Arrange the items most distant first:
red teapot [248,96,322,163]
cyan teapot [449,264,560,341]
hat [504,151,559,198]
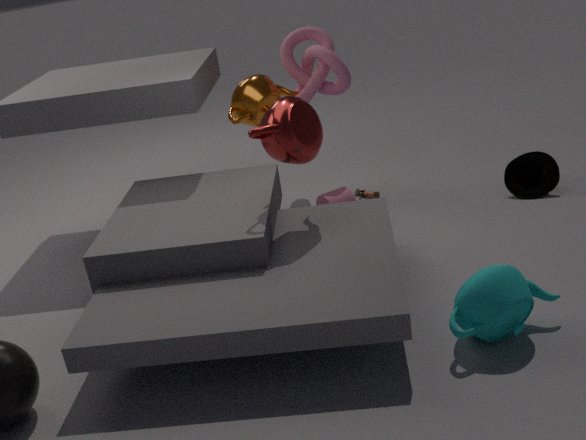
hat [504,151,559,198]
red teapot [248,96,322,163]
cyan teapot [449,264,560,341]
